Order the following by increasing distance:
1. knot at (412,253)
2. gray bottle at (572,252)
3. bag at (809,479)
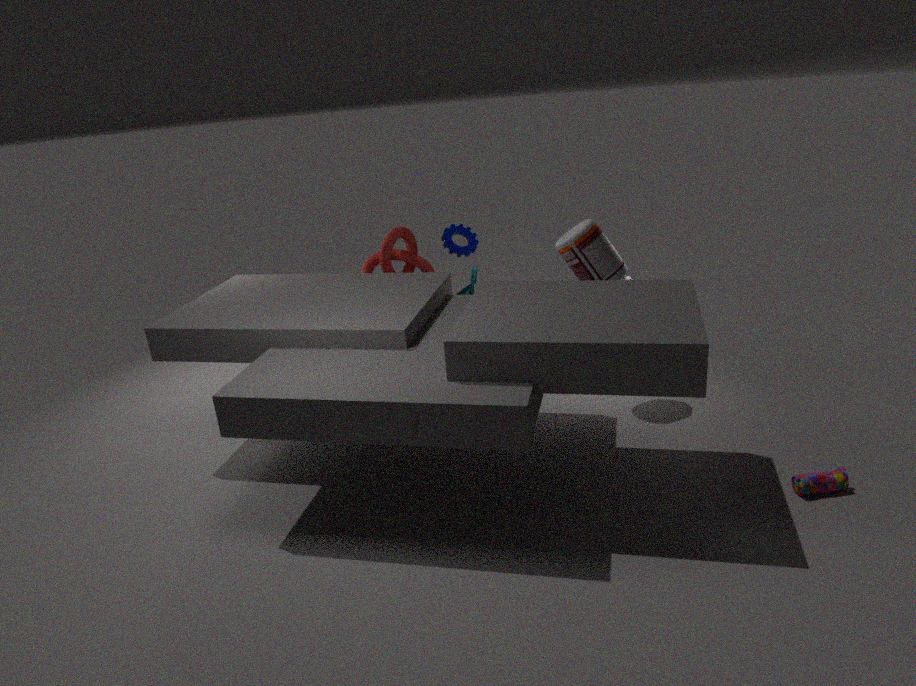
bag at (809,479) → gray bottle at (572,252) → knot at (412,253)
